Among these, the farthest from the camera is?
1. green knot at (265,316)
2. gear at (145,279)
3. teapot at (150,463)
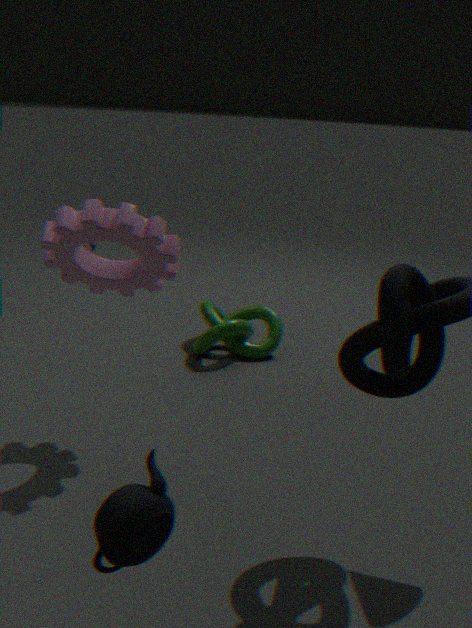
green knot at (265,316)
